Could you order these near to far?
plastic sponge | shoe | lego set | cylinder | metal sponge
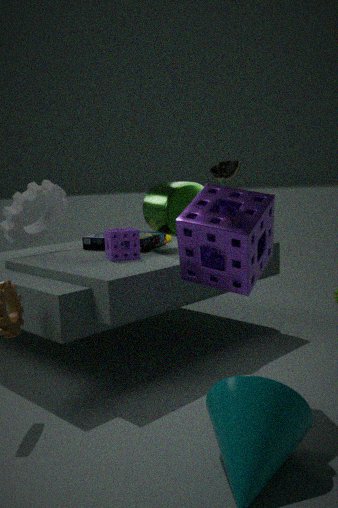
shoe
metal sponge
plastic sponge
cylinder
lego set
